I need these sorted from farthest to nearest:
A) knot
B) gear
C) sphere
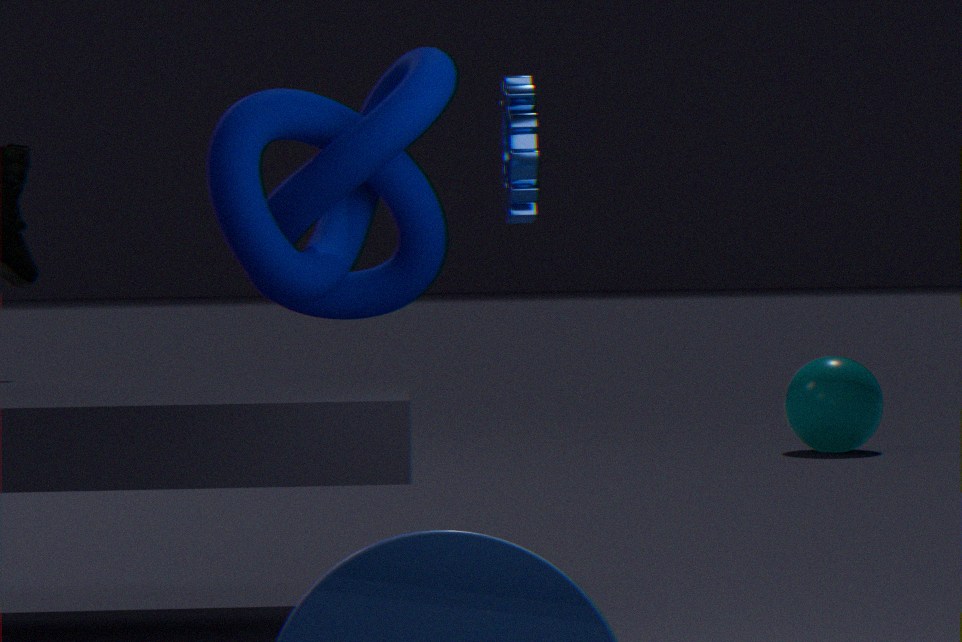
sphere
gear
knot
